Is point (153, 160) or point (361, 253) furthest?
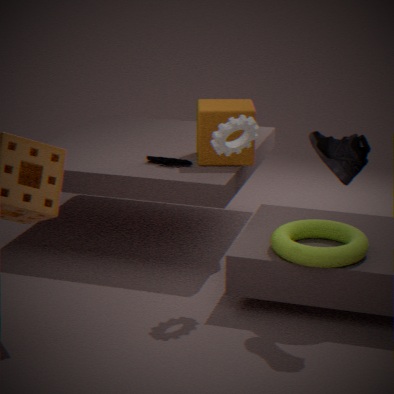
point (153, 160)
